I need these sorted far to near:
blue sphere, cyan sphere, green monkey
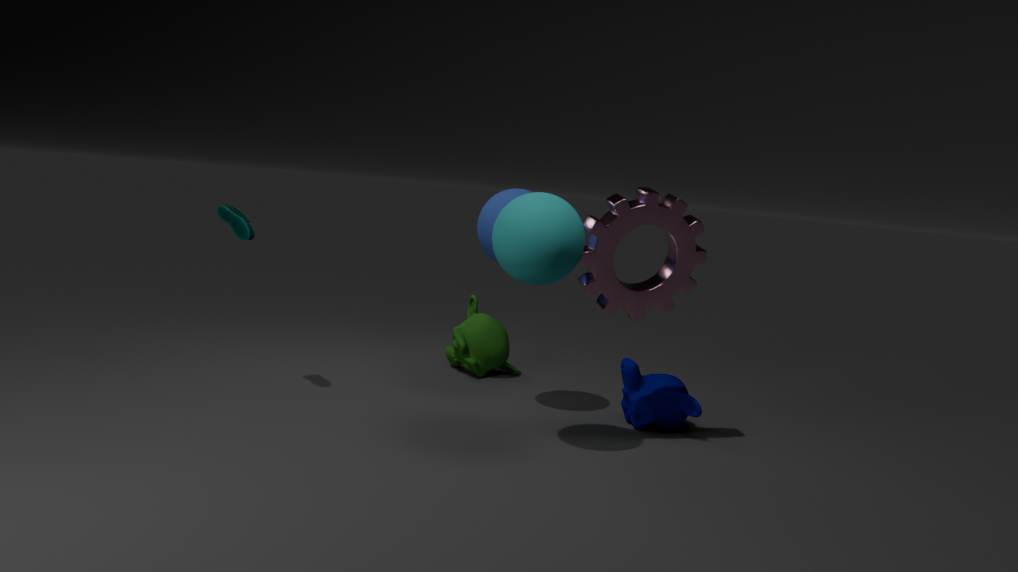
green monkey < blue sphere < cyan sphere
